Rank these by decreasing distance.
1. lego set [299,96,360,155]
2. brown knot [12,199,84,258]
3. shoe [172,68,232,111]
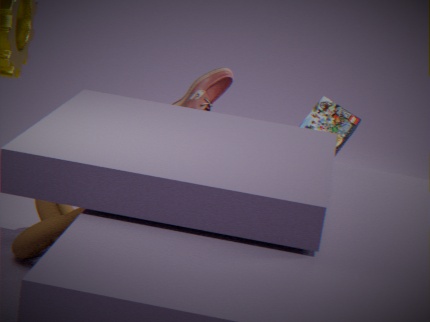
lego set [299,96,360,155] → shoe [172,68,232,111] → brown knot [12,199,84,258]
